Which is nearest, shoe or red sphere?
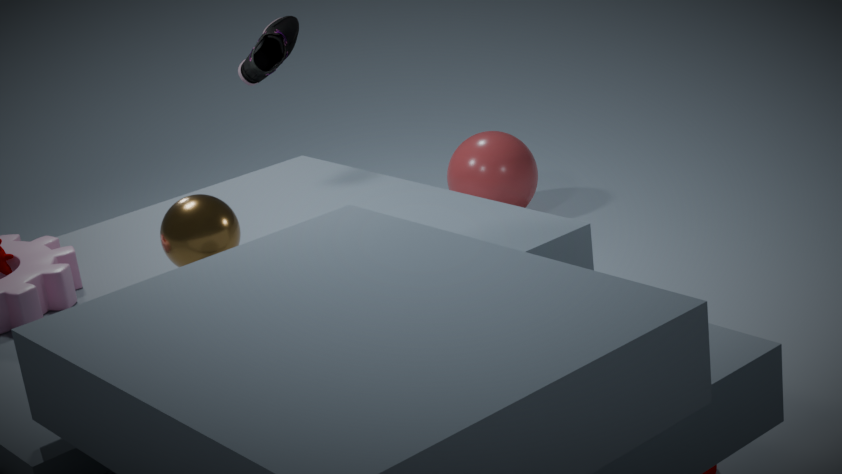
shoe
